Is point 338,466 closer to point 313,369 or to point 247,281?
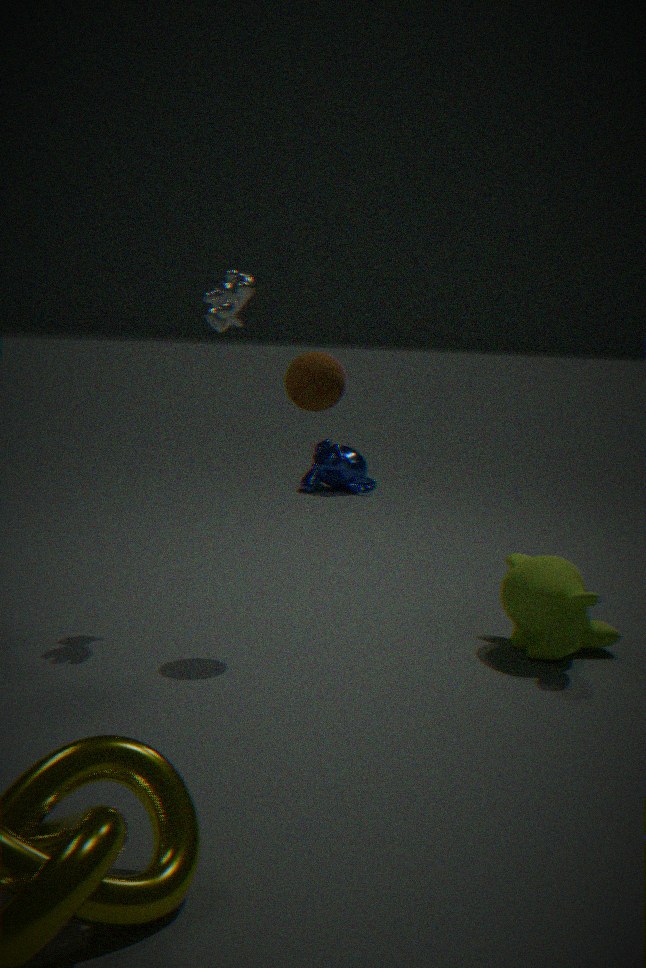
point 247,281
